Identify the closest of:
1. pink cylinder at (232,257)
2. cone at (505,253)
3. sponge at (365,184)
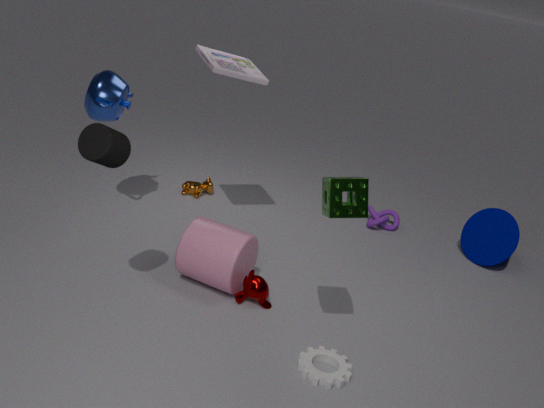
sponge at (365,184)
